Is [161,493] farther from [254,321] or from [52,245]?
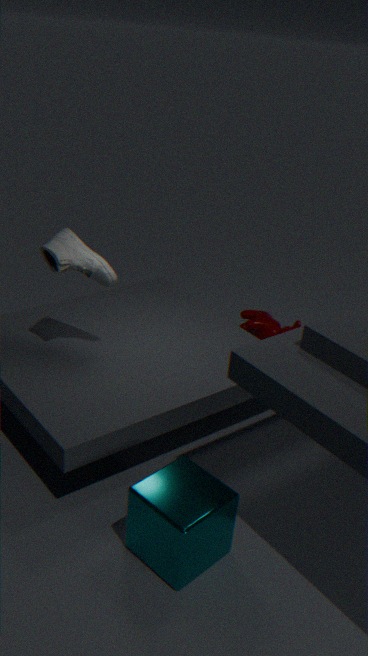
[254,321]
